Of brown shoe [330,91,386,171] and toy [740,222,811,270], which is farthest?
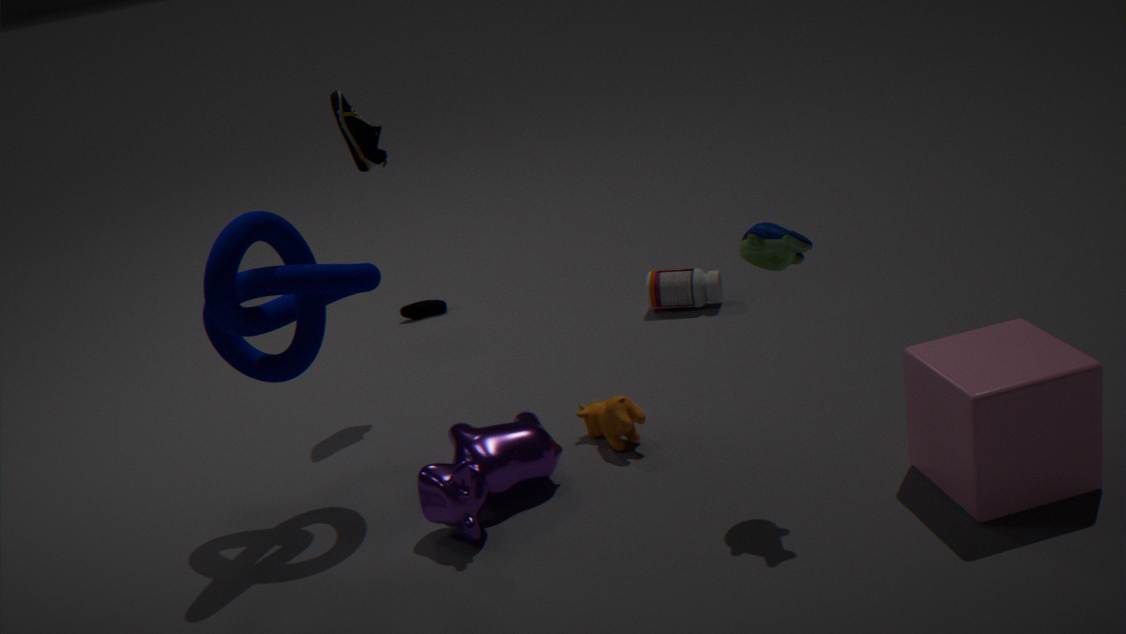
brown shoe [330,91,386,171]
